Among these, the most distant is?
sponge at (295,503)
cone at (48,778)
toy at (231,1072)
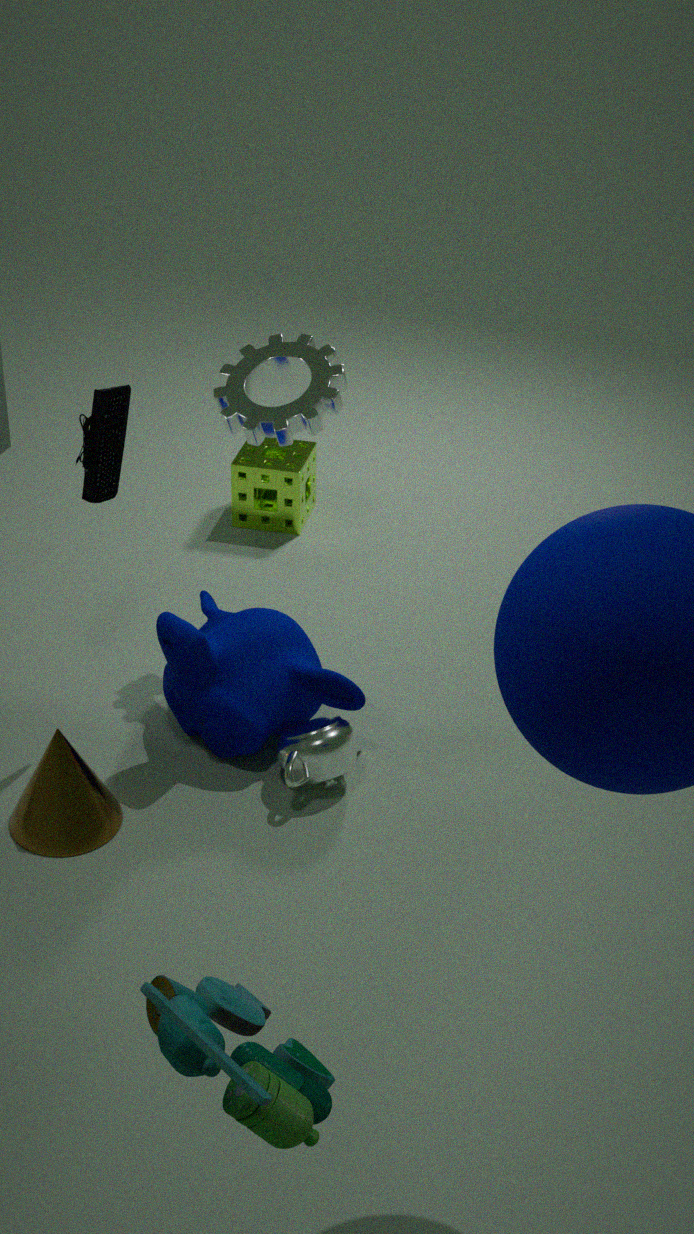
sponge at (295,503)
